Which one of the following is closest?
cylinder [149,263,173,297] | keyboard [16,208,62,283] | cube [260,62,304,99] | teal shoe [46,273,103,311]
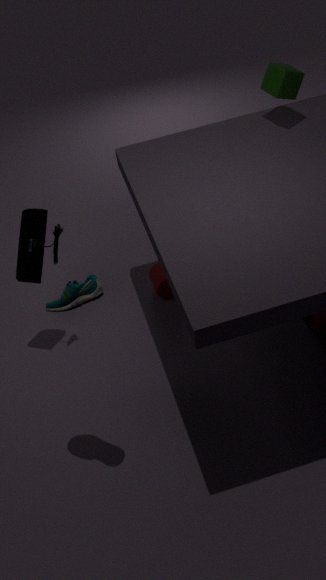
teal shoe [46,273,103,311]
